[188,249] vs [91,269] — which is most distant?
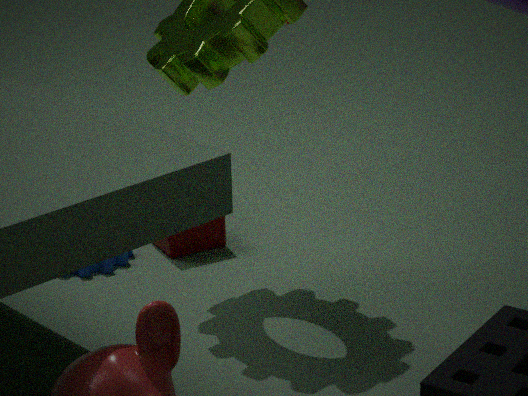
[188,249]
